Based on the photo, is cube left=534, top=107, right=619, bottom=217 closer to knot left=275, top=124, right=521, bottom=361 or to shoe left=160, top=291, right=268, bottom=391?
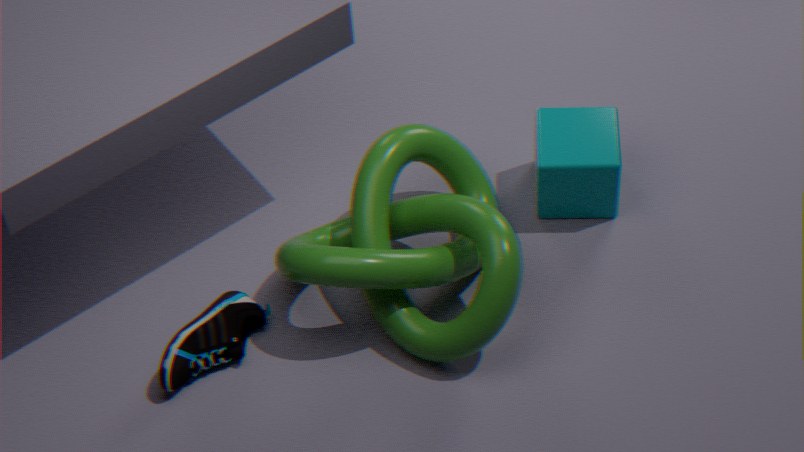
knot left=275, top=124, right=521, bottom=361
